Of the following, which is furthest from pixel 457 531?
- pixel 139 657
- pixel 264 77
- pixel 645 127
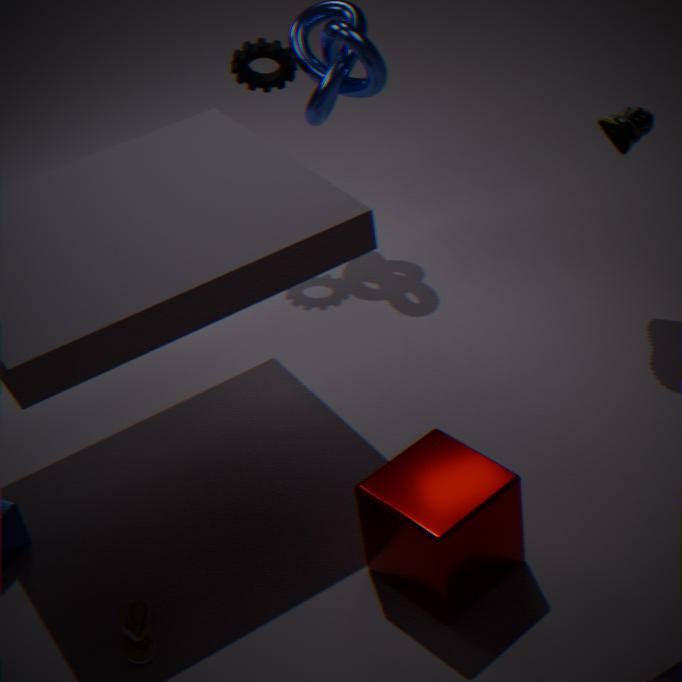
pixel 264 77
